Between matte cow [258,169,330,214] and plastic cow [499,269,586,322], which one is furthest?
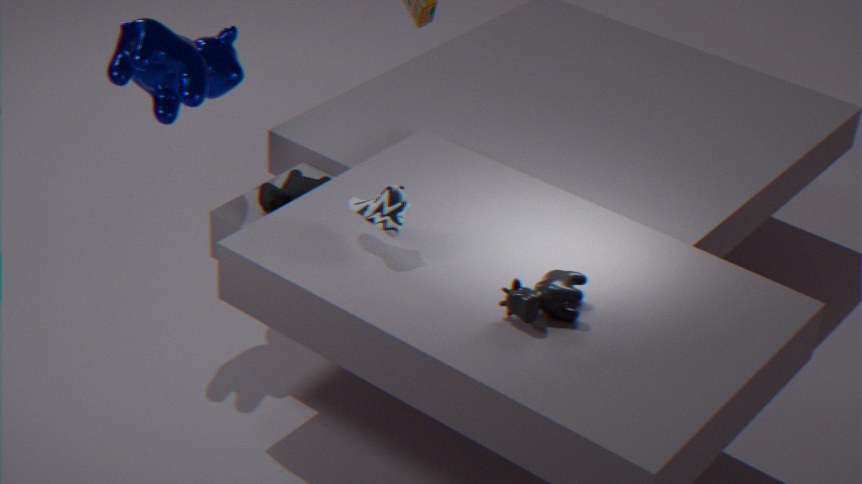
matte cow [258,169,330,214]
